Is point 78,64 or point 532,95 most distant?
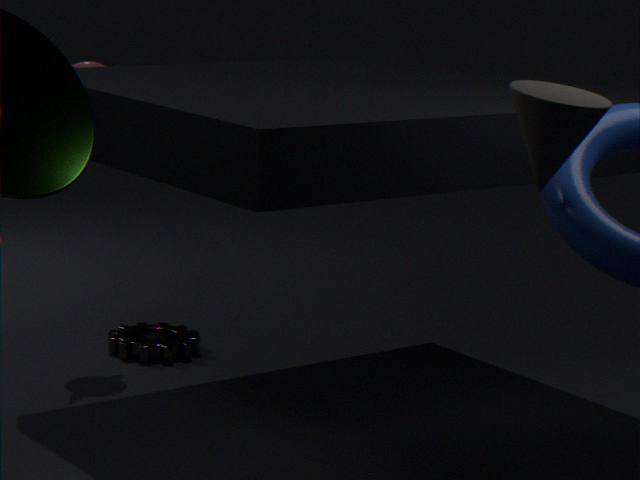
point 78,64
